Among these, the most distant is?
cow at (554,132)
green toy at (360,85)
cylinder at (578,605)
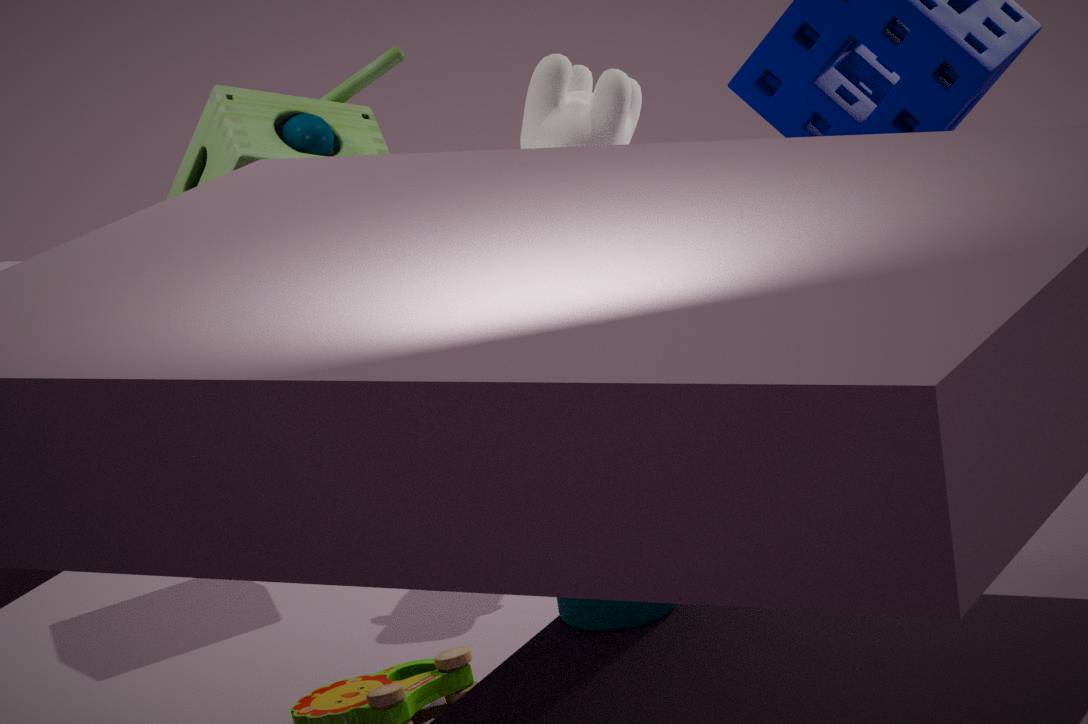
cow at (554,132)
